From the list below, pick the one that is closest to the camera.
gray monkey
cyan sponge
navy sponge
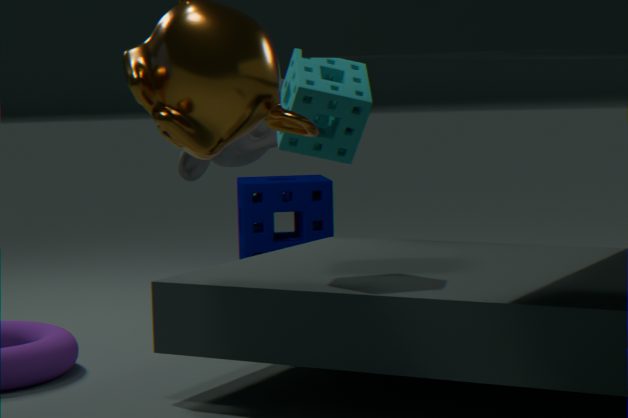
cyan sponge
